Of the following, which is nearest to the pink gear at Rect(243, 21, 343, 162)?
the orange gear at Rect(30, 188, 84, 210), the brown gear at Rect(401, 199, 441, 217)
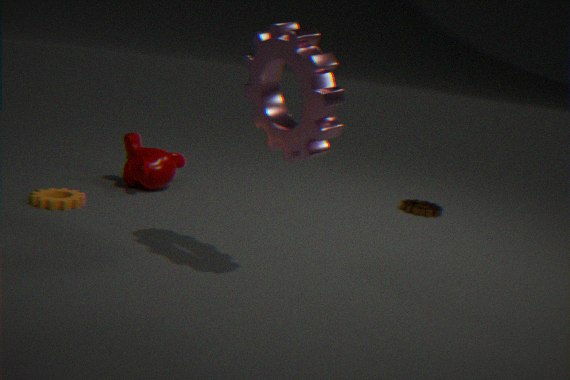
the orange gear at Rect(30, 188, 84, 210)
